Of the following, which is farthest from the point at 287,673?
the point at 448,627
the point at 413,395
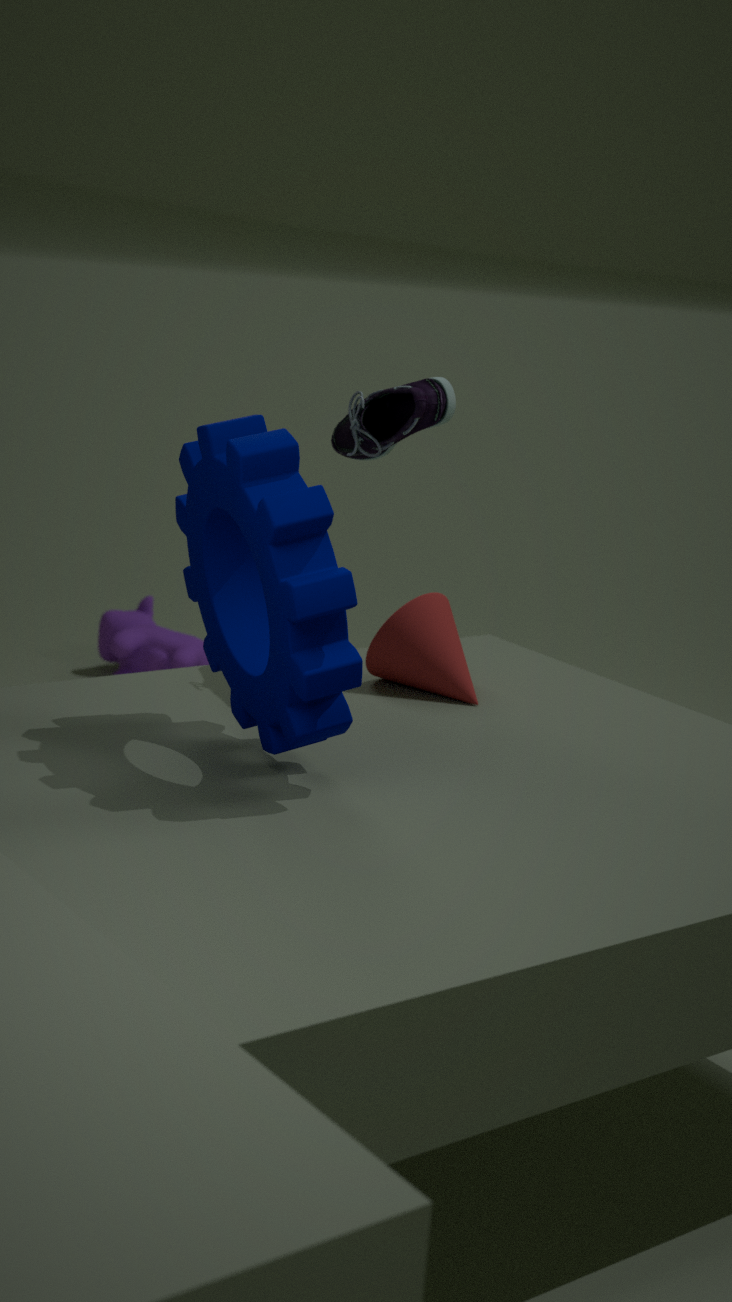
the point at 448,627
